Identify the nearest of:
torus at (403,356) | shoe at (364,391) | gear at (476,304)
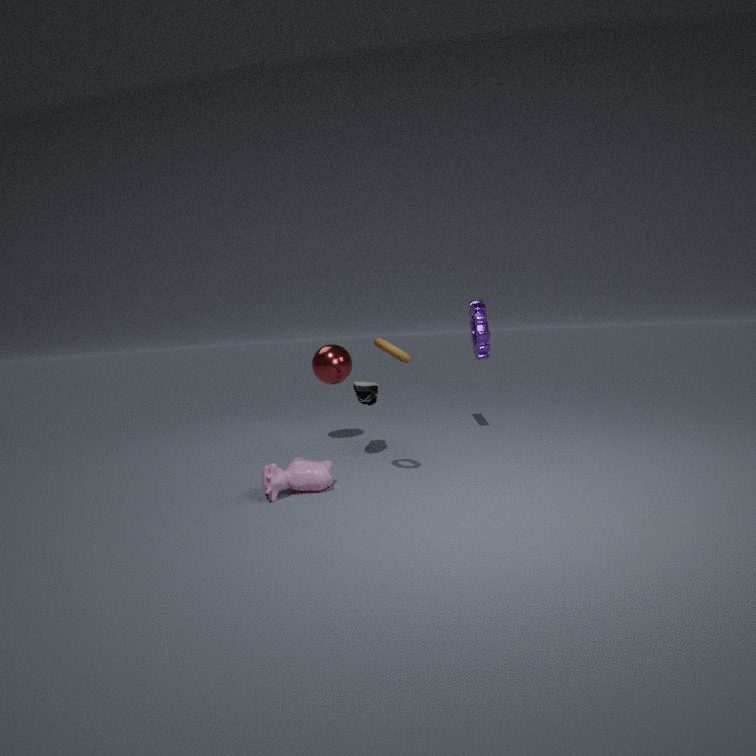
torus at (403,356)
